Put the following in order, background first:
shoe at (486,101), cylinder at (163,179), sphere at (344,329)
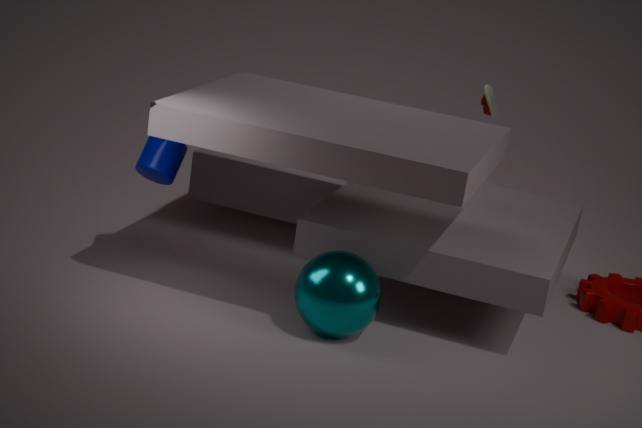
shoe at (486,101) < cylinder at (163,179) < sphere at (344,329)
